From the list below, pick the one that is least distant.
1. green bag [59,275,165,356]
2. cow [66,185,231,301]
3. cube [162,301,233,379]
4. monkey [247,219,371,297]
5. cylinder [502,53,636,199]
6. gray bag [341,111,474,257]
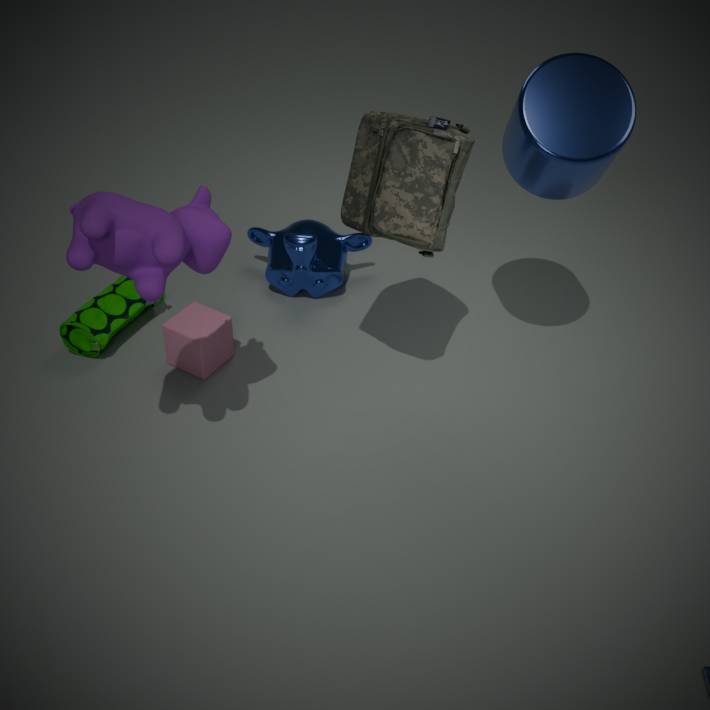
cow [66,185,231,301]
